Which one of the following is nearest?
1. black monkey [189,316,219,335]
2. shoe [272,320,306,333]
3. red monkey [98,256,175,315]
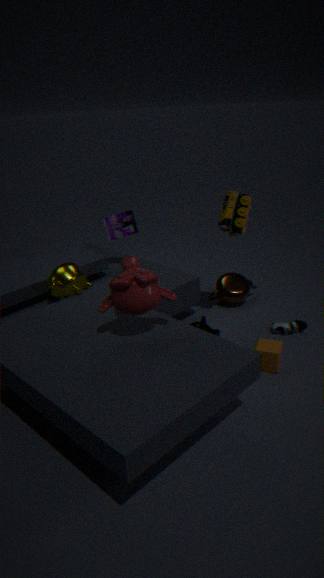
red monkey [98,256,175,315]
